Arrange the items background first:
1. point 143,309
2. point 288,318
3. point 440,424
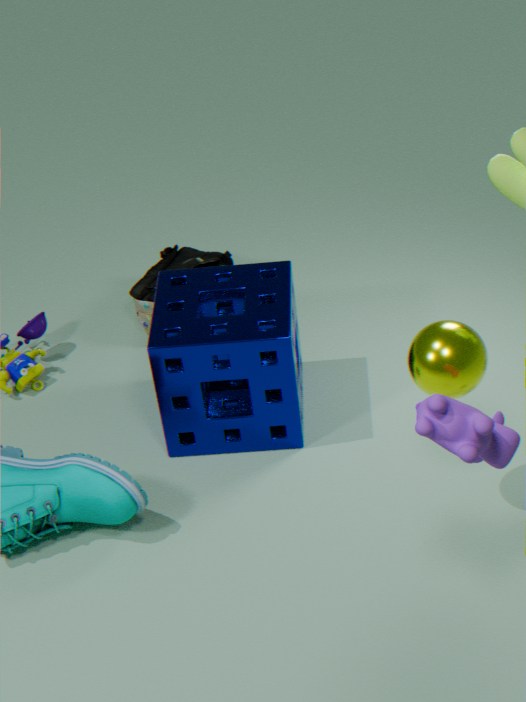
1. point 143,309
2. point 288,318
3. point 440,424
